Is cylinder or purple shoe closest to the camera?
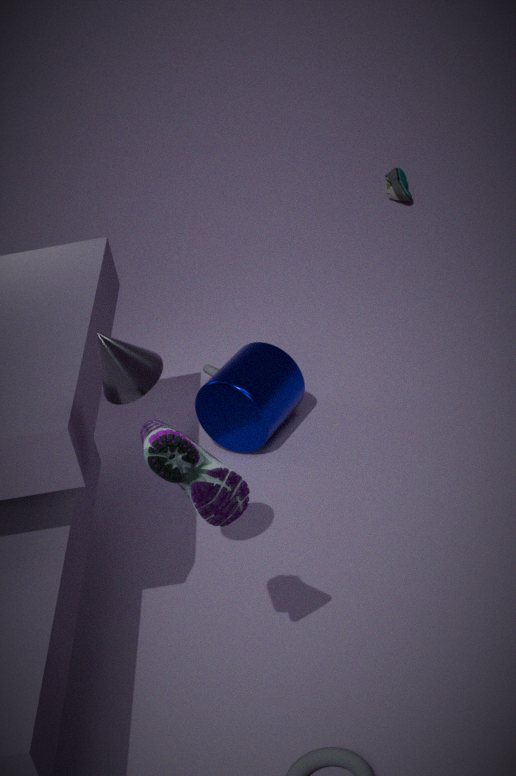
purple shoe
